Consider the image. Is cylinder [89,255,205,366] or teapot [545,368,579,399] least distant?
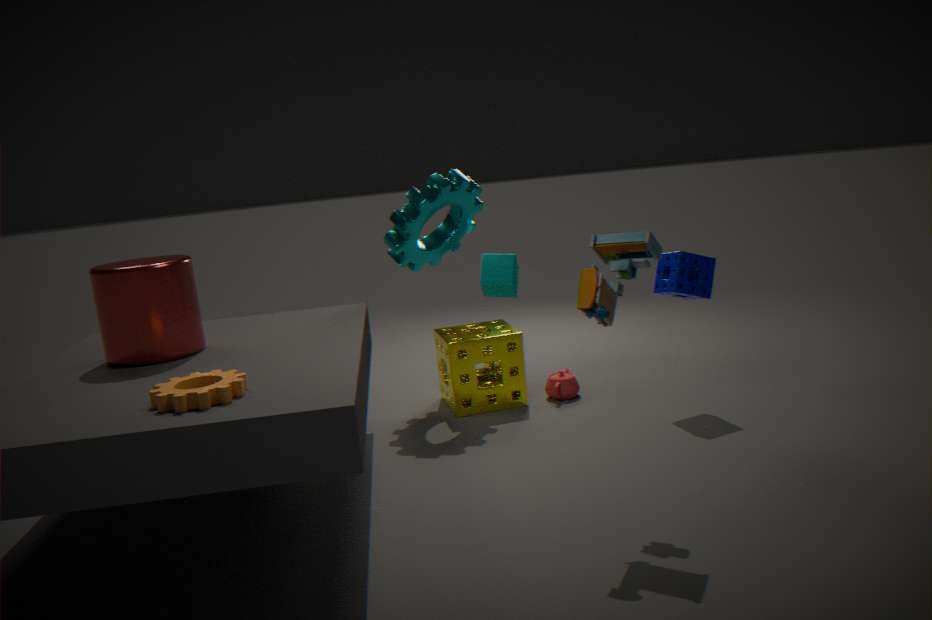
cylinder [89,255,205,366]
